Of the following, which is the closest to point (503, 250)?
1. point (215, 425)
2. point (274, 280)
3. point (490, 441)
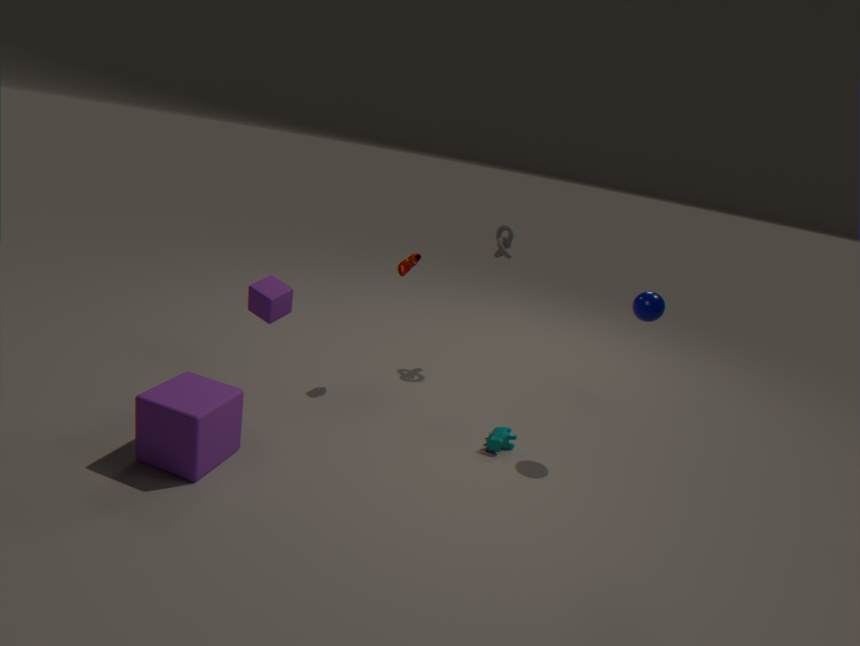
point (490, 441)
